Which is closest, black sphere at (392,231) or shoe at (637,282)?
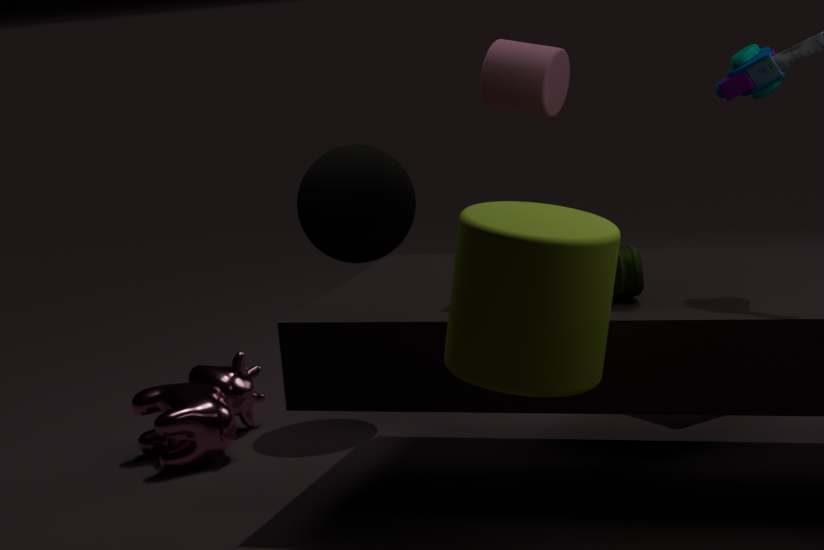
shoe at (637,282)
